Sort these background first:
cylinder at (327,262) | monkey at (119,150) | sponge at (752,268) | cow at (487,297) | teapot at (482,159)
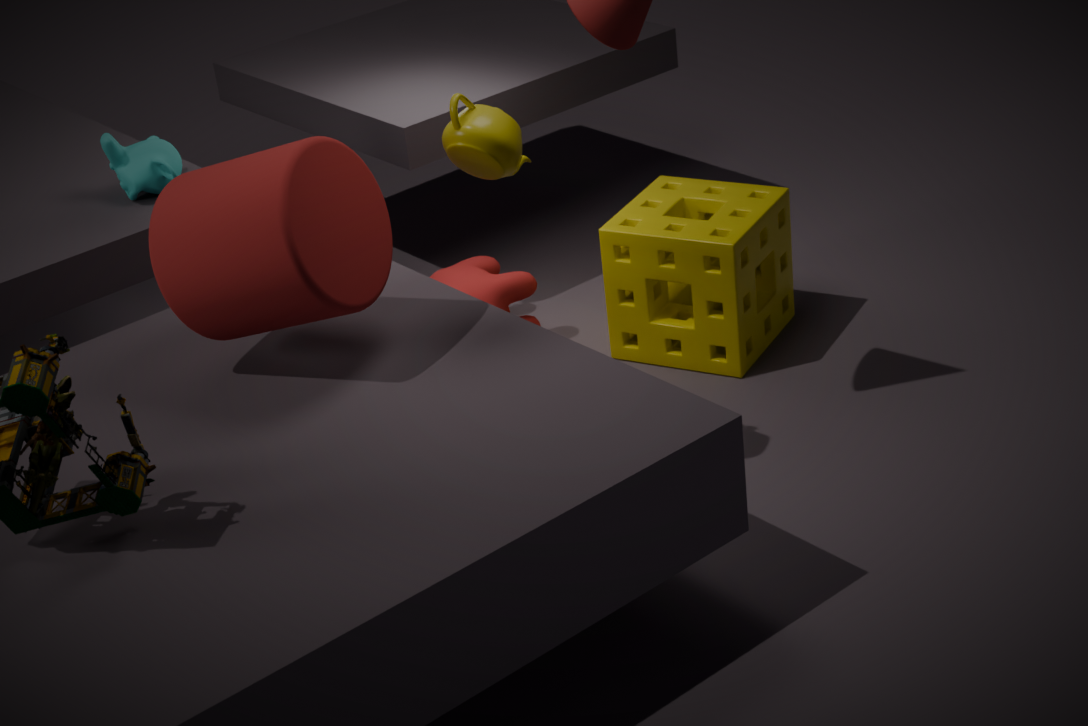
cow at (487,297), sponge at (752,268), monkey at (119,150), teapot at (482,159), cylinder at (327,262)
